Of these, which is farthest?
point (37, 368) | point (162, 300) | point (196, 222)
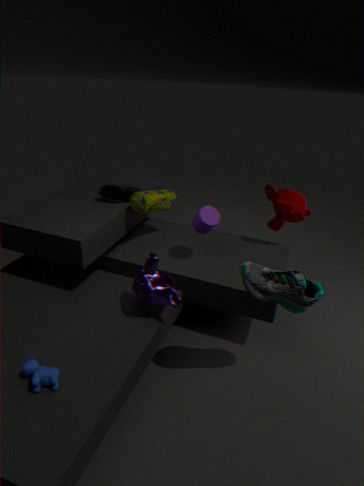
point (196, 222)
